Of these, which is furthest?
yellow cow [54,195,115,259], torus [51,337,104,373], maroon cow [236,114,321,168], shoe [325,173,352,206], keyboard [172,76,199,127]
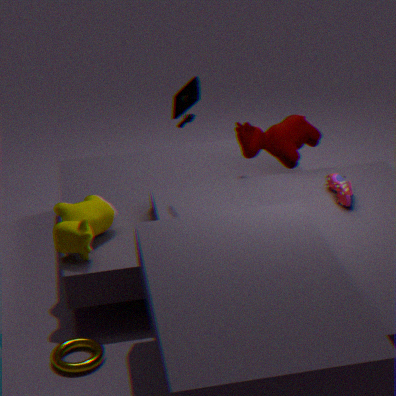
maroon cow [236,114,321,168]
